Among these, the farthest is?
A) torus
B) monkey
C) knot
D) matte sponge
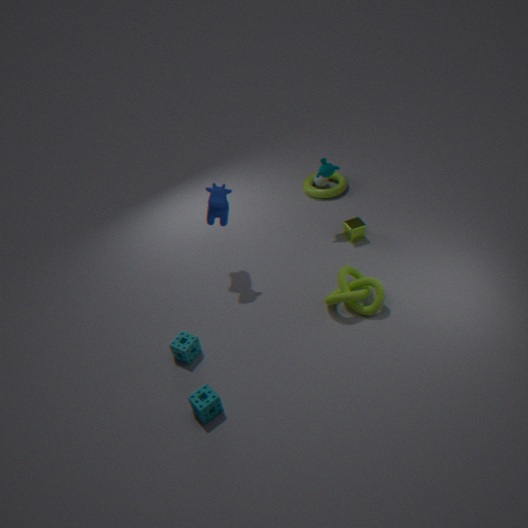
A. torus
